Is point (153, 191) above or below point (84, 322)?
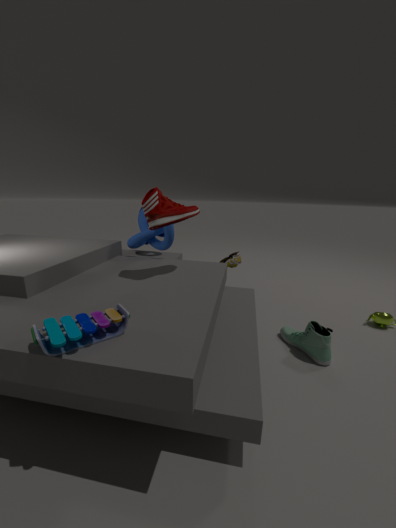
above
